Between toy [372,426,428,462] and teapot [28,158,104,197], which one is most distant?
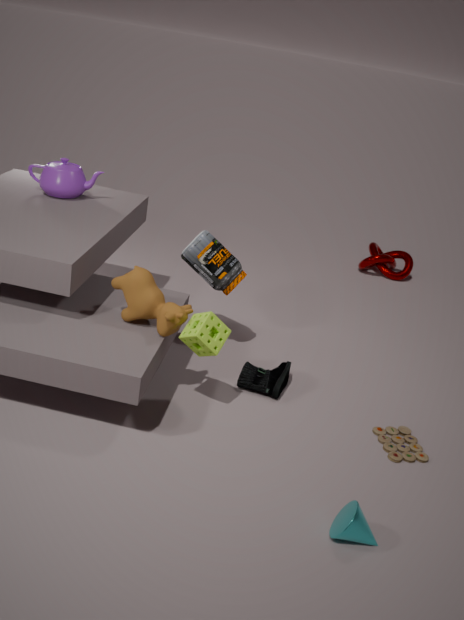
teapot [28,158,104,197]
